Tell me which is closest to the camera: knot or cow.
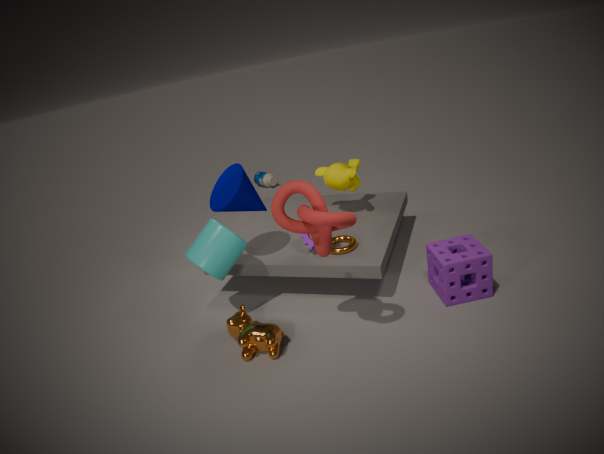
knot
